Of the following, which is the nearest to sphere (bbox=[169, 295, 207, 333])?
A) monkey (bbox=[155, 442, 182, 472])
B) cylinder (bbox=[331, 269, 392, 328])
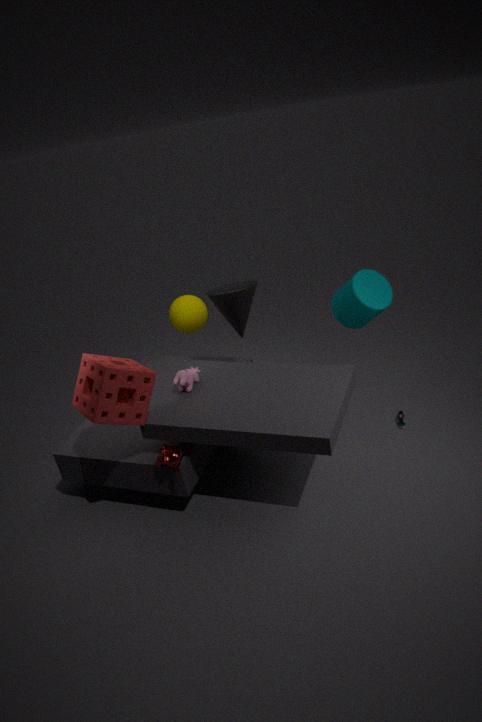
cylinder (bbox=[331, 269, 392, 328])
